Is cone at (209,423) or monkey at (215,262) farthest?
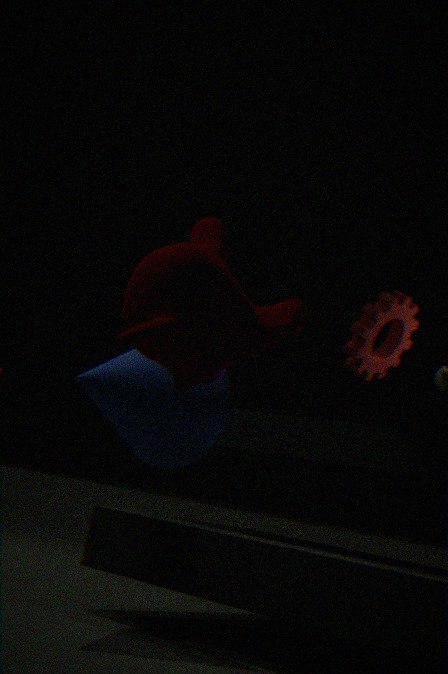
cone at (209,423)
